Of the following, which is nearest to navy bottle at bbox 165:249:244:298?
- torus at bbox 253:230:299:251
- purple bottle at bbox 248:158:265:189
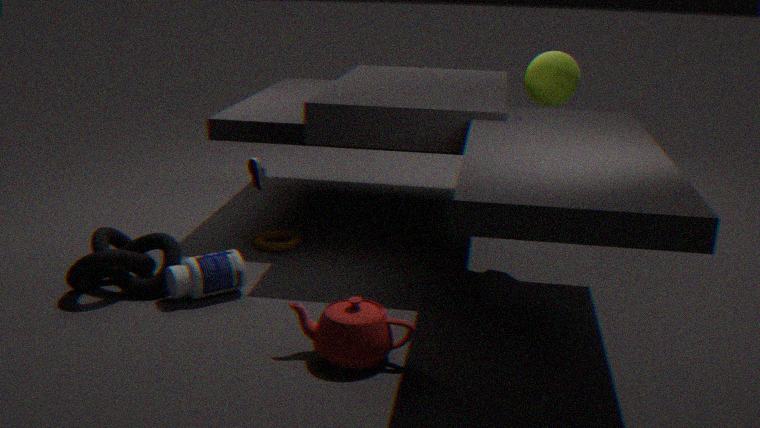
torus at bbox 253:230:299:251
